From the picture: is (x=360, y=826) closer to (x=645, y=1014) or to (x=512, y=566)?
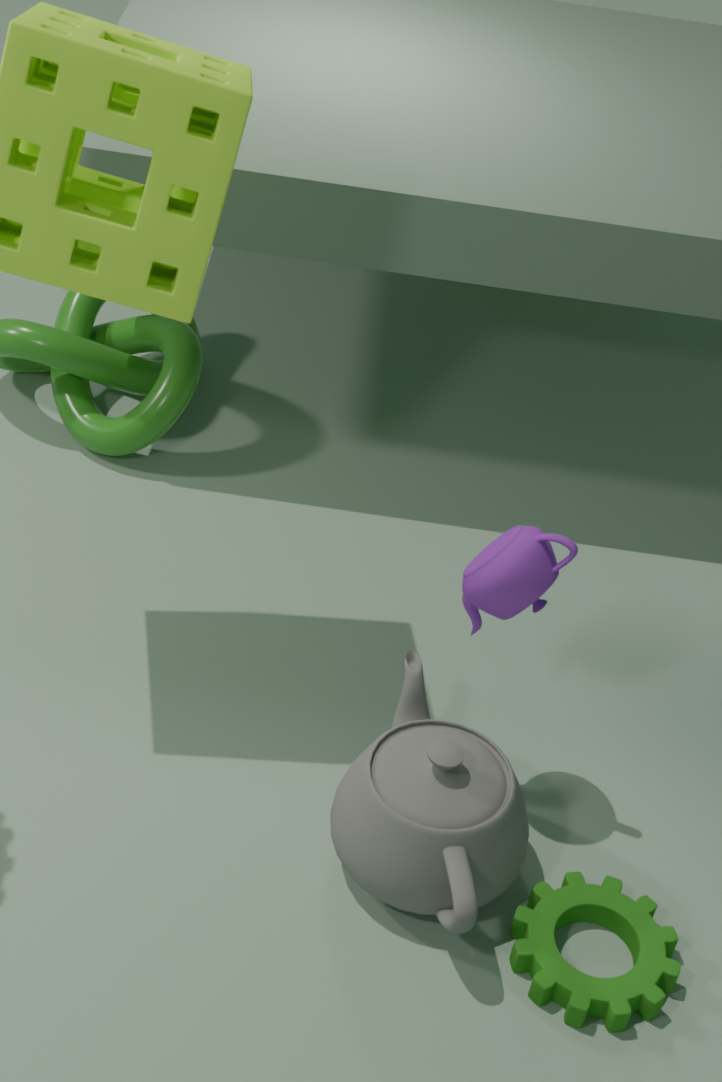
(x=645, y=1014)
